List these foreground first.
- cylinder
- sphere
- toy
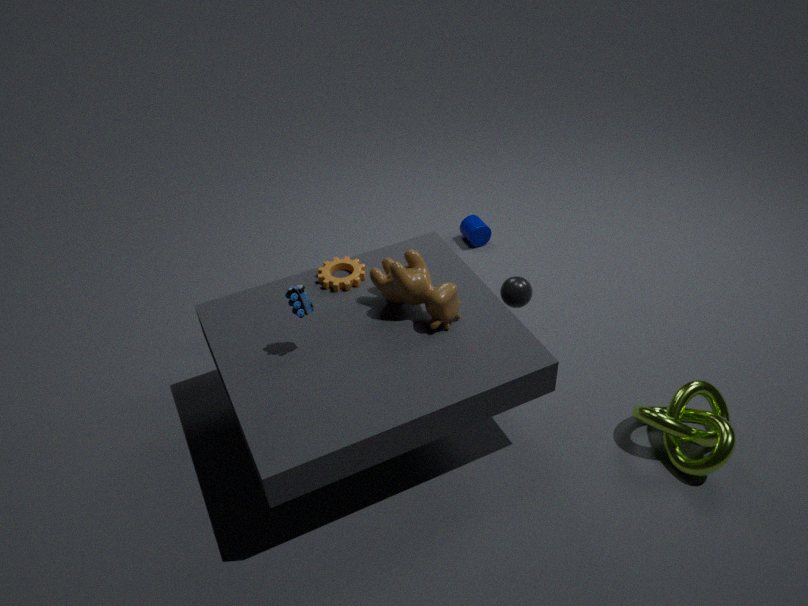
toy → sphere → cylinder
